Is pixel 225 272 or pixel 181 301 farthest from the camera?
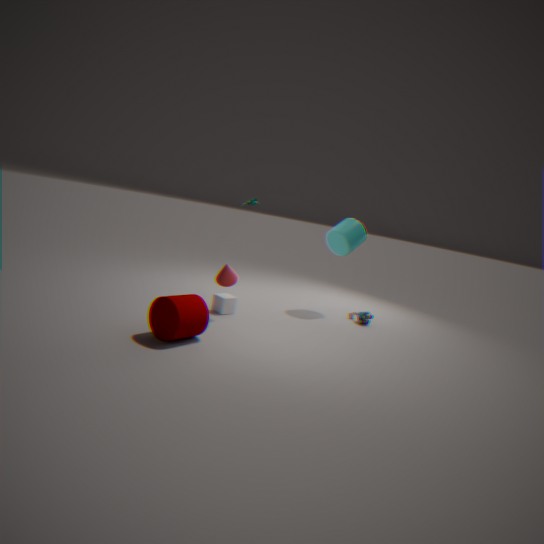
pixel 225 272
